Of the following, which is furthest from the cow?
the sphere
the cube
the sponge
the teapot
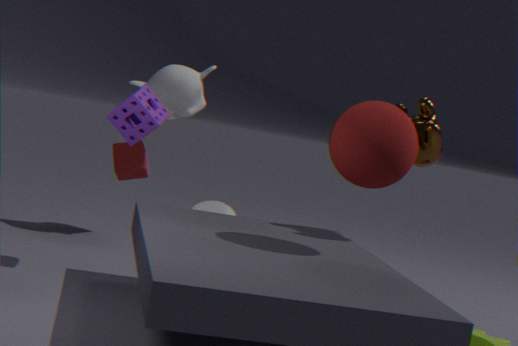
the cube
